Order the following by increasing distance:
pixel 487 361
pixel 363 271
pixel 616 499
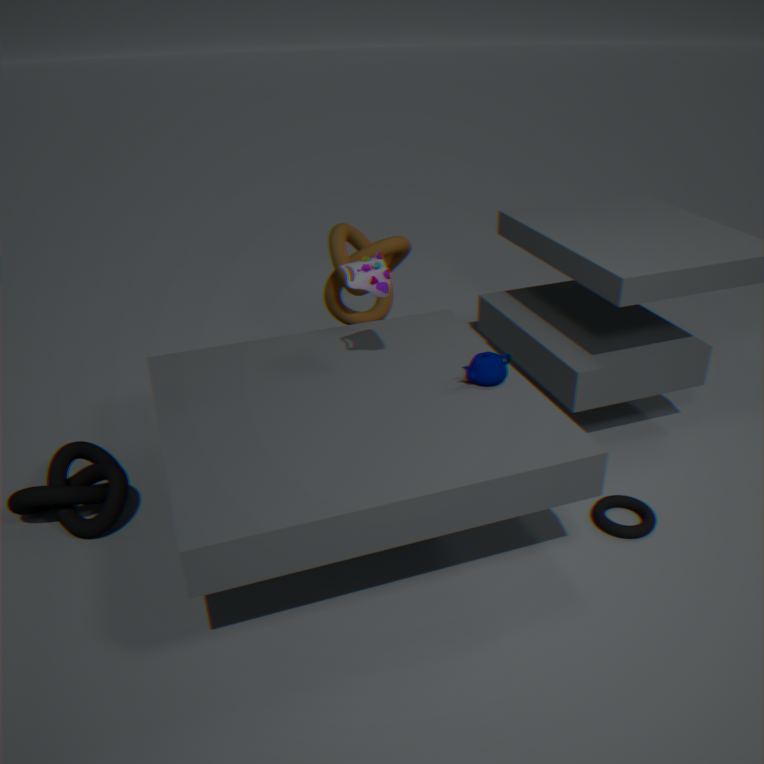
pixel 363 271, pixel 487 361, pixel 616 499
